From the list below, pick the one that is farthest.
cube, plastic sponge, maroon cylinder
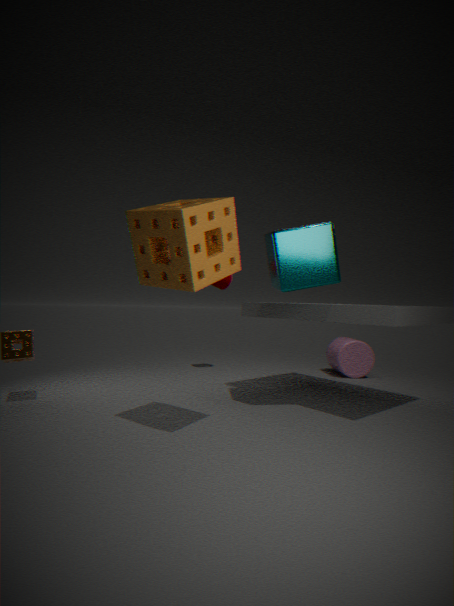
maroon cylinder
